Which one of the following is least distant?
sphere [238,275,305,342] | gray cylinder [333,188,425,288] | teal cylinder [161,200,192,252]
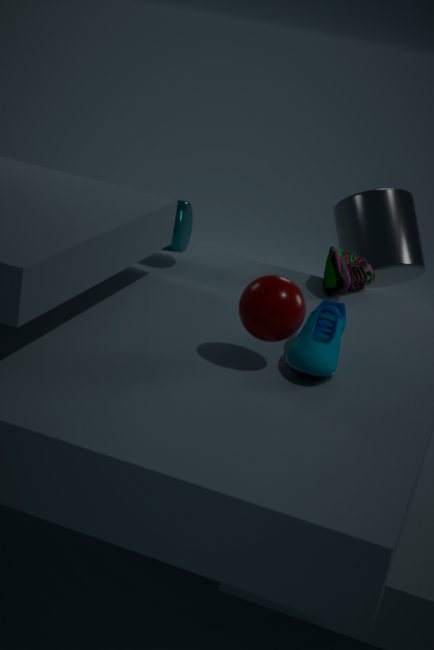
sphere [238,275,305,342]
